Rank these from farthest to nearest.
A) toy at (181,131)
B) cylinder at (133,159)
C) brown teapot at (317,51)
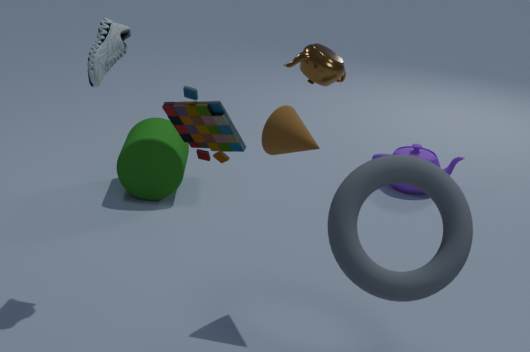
B. cylinder at (133,159) → C. brown teapot at (317,51) → A. toy at (181,131)
